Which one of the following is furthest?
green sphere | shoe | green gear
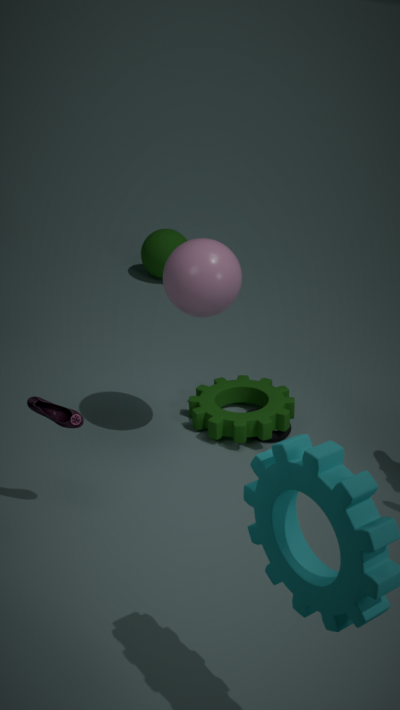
green sphere
